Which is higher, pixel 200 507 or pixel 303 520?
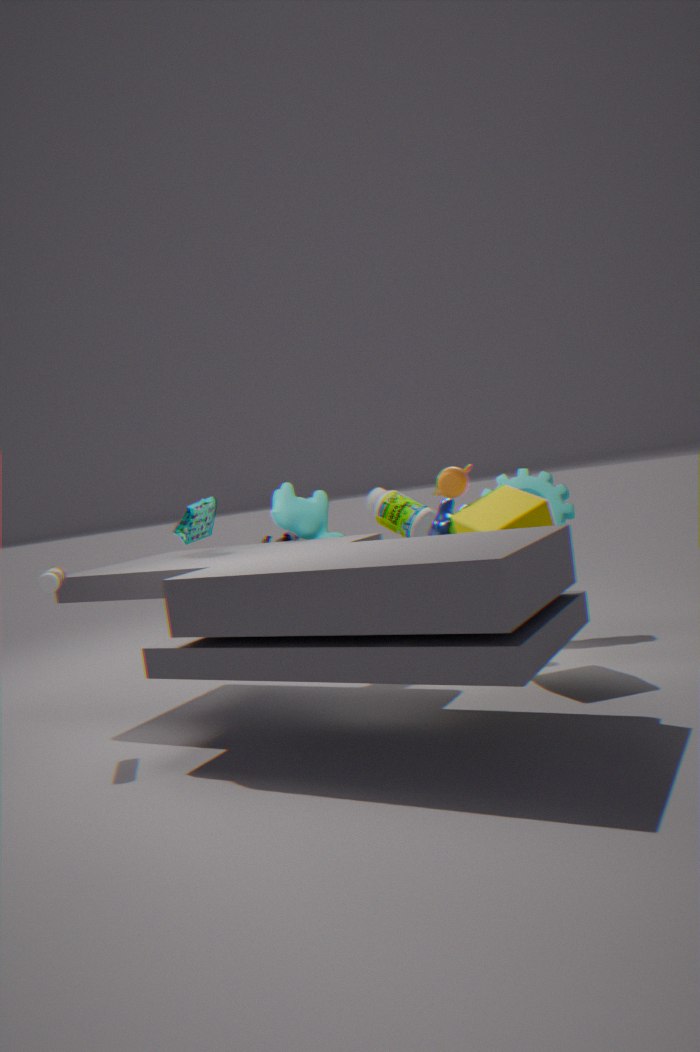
pixel 200 507
